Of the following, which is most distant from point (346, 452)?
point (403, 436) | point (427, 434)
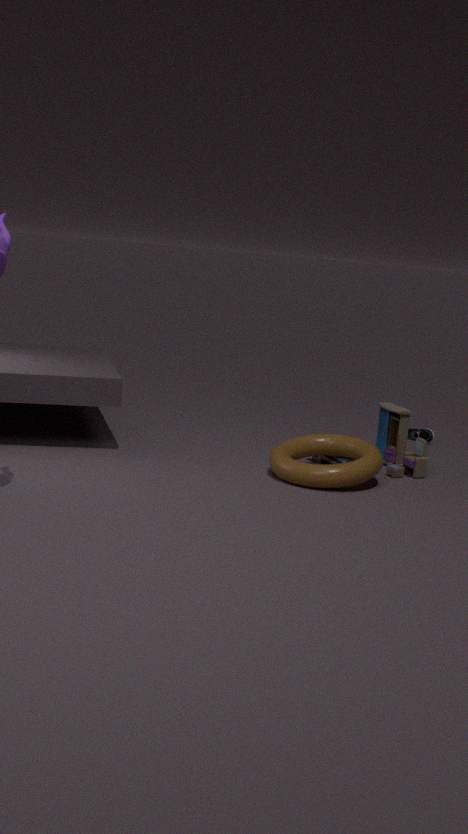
point (427, 434)
